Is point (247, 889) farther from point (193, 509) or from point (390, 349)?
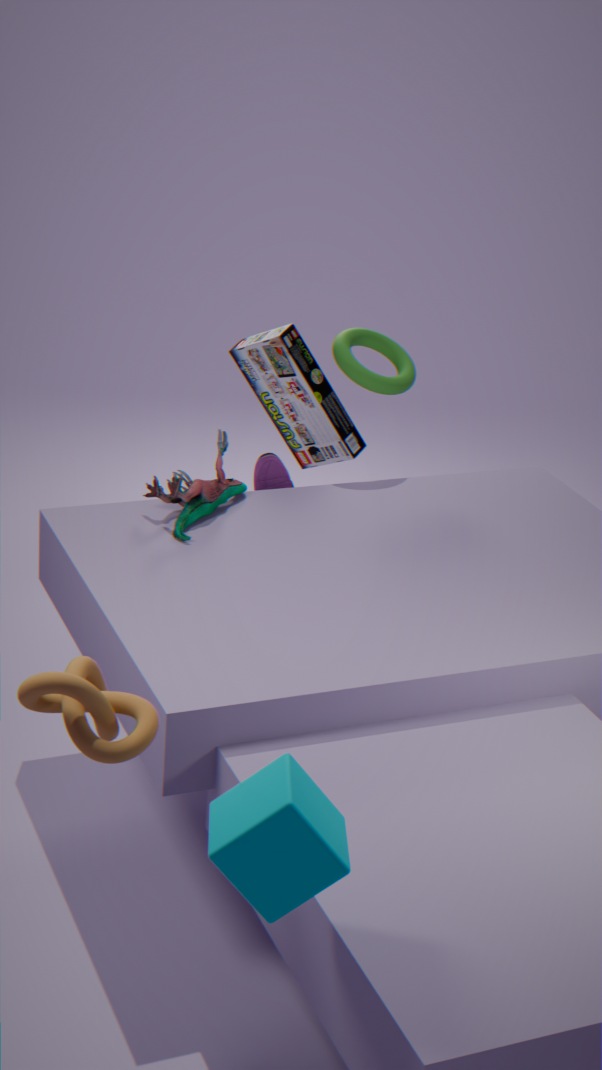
point (390, 349)
